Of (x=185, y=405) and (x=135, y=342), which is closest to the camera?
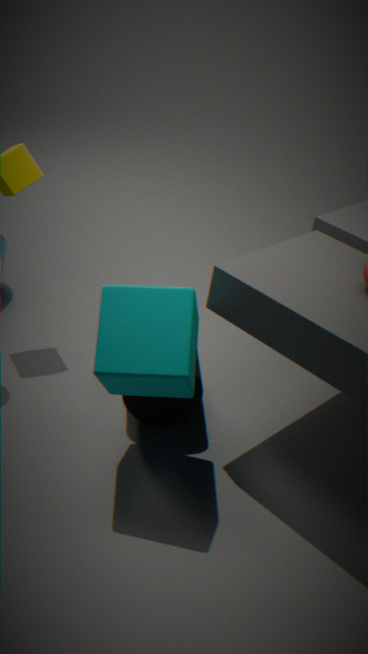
(x=135, y=342)
